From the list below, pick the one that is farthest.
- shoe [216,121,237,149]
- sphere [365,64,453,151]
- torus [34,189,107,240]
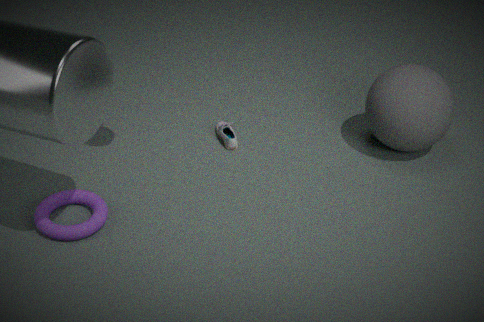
shoe [216,121,237,149]
